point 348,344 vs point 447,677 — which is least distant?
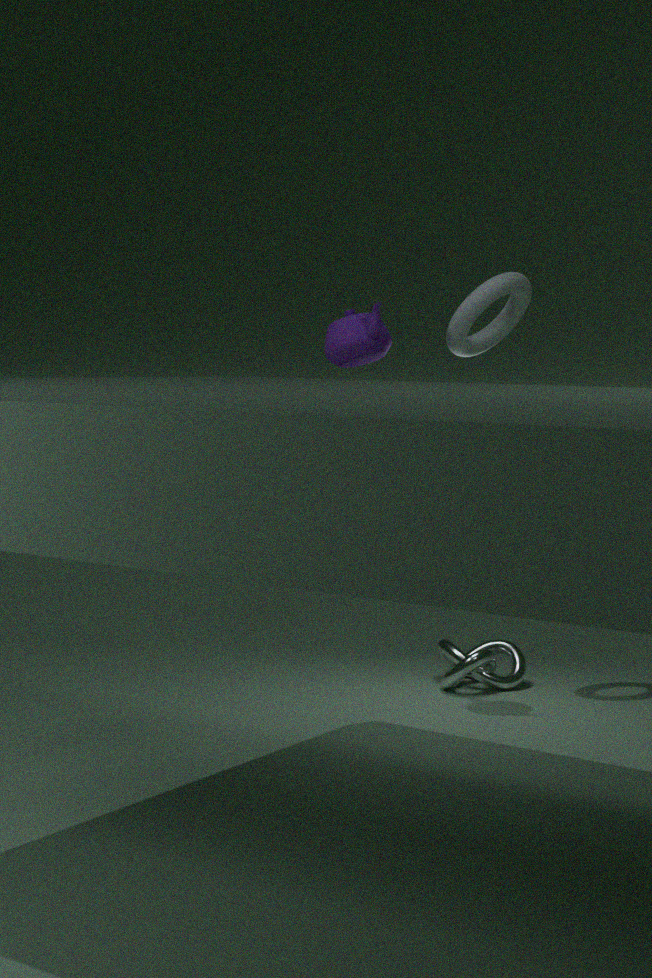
point 348,344
